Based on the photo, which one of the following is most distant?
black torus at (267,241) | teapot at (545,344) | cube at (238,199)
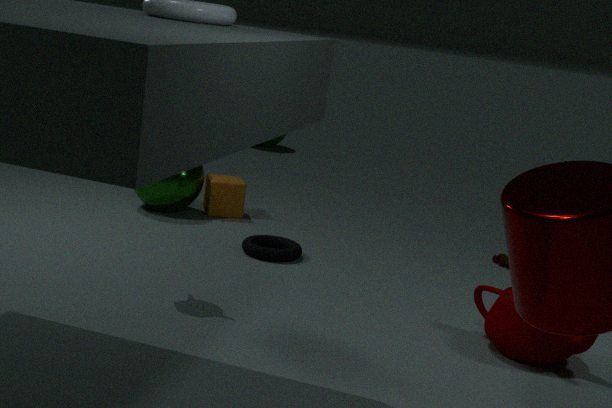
cube at (238,199)
